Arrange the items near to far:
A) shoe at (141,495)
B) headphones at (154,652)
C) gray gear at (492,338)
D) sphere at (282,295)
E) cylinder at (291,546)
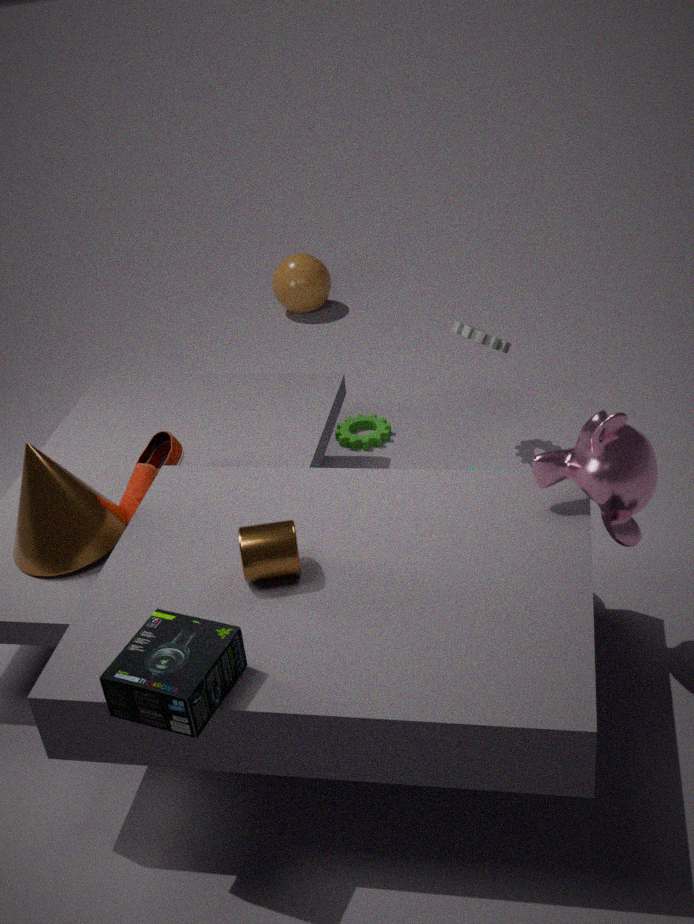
headphones at (154,652), cylinder at (291,546), shoe at (141,495), gray gear at (492,338), sphere at (282,295)
